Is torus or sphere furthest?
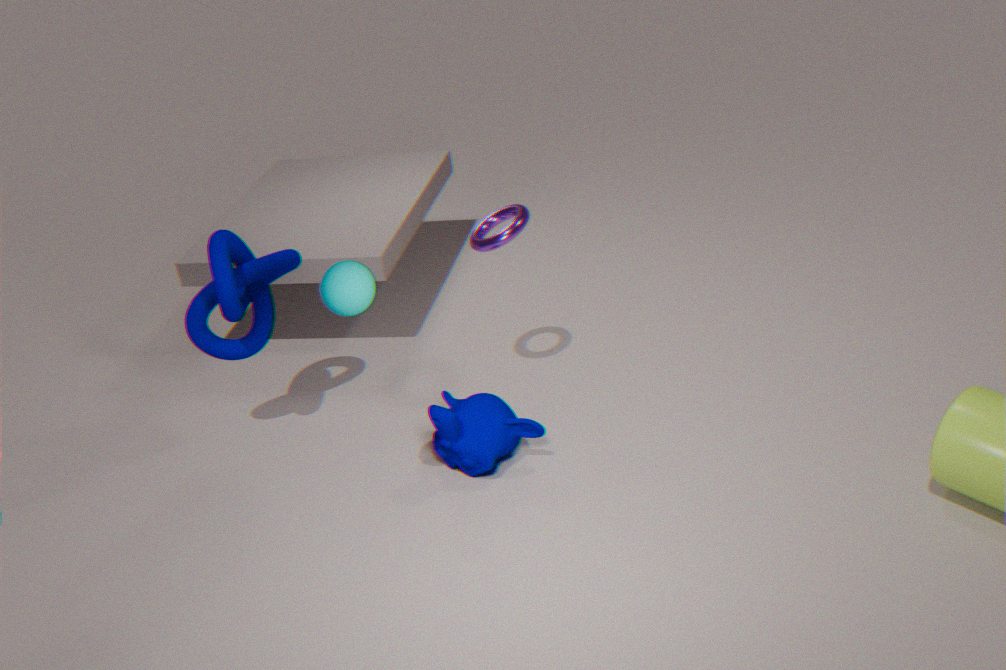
torus
